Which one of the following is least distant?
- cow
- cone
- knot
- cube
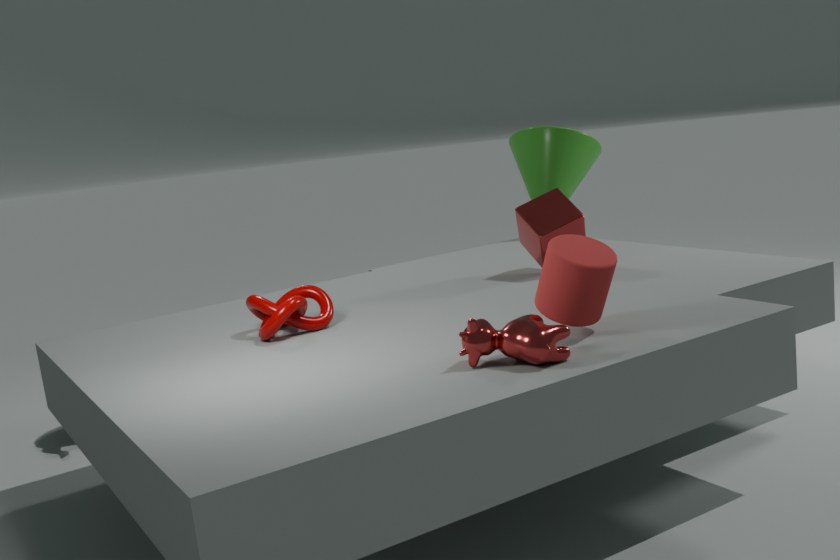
cow
